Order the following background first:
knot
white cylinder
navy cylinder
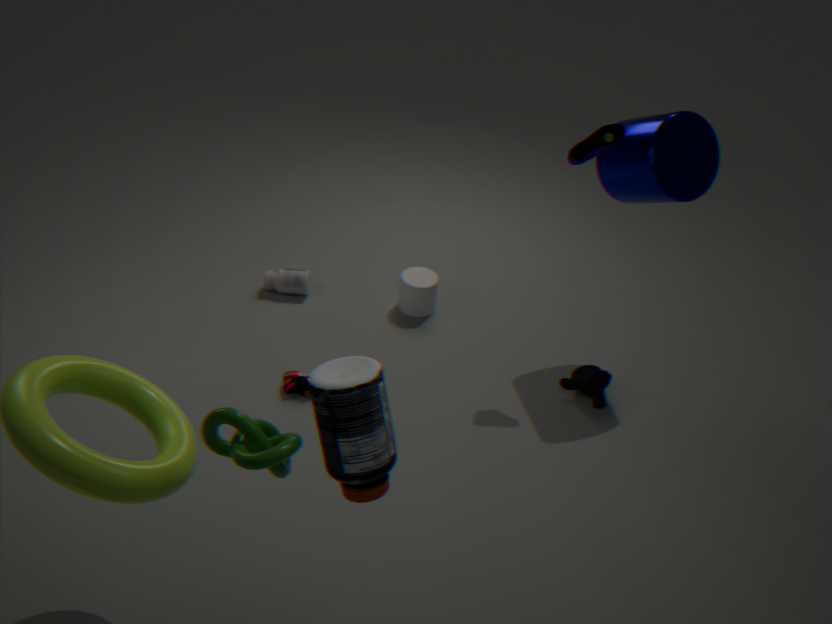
white cylinder < navy cylinder < knot
